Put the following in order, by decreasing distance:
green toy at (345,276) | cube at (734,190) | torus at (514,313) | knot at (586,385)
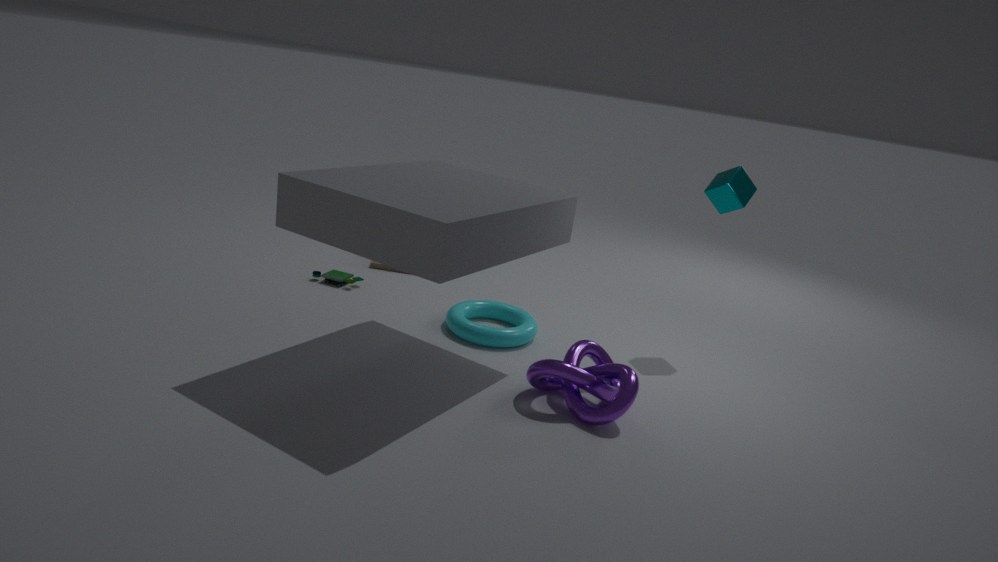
green toy at (345,276)
cube at (734,190)
torus at (514,313)
knot at (586,385)
